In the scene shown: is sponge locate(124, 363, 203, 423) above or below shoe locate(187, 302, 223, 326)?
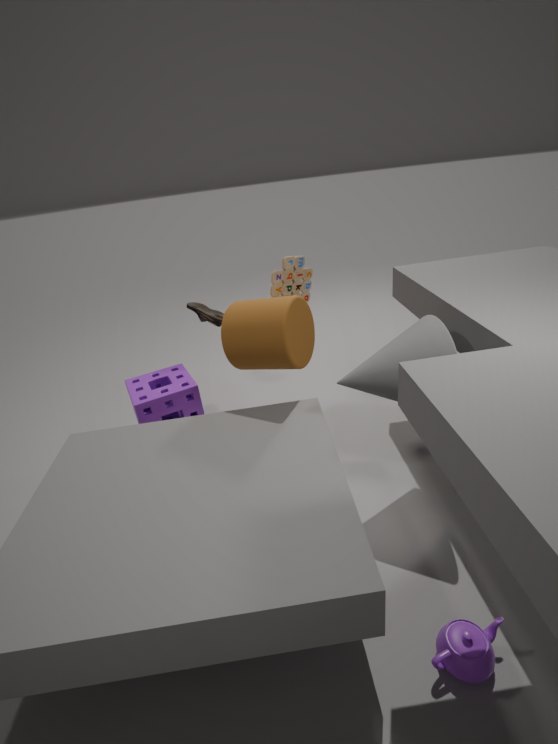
below
